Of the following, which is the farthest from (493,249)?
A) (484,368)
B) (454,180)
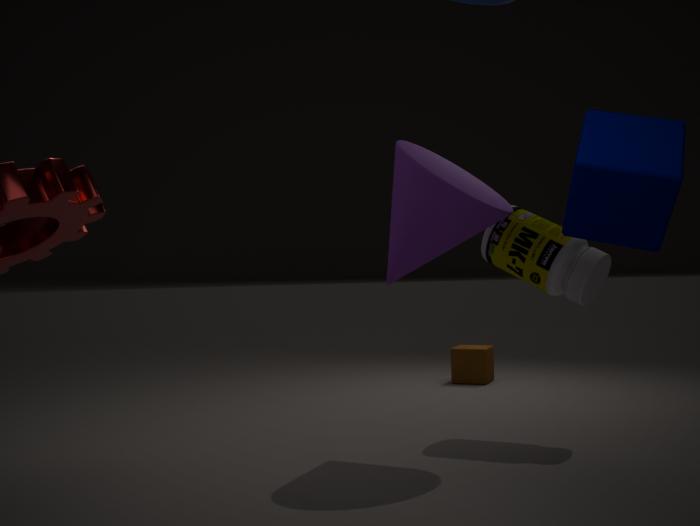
(484,368)
